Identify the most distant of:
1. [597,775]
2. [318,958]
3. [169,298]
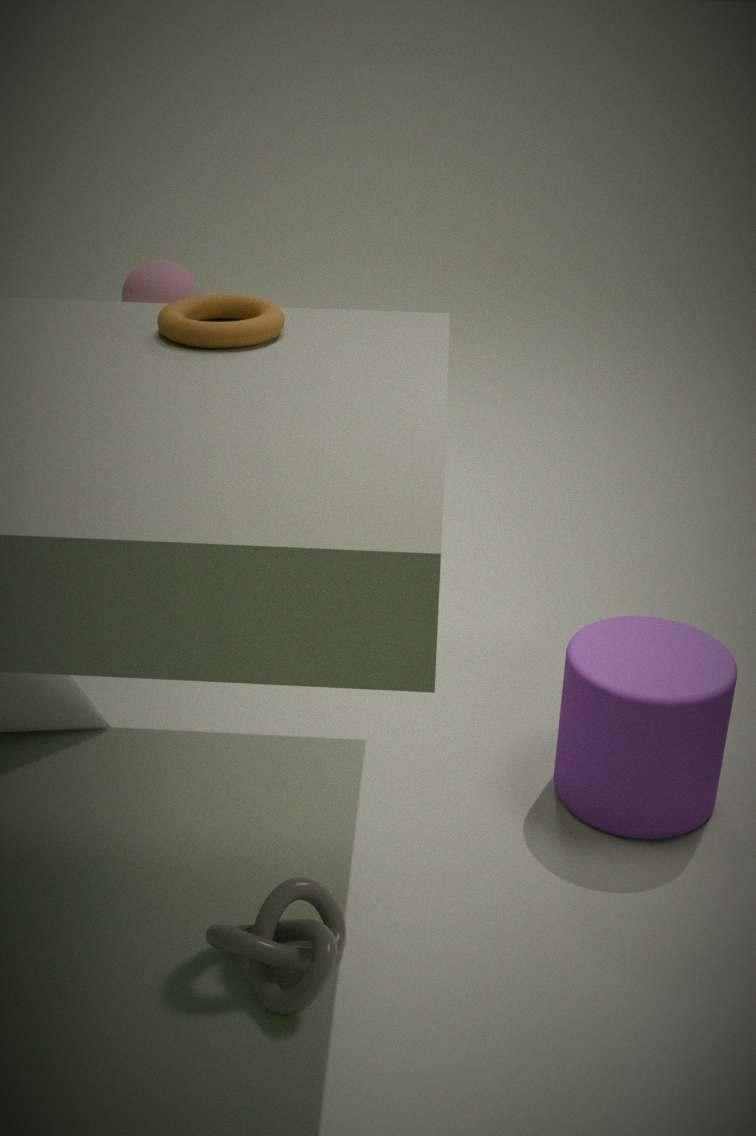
[169,298]
